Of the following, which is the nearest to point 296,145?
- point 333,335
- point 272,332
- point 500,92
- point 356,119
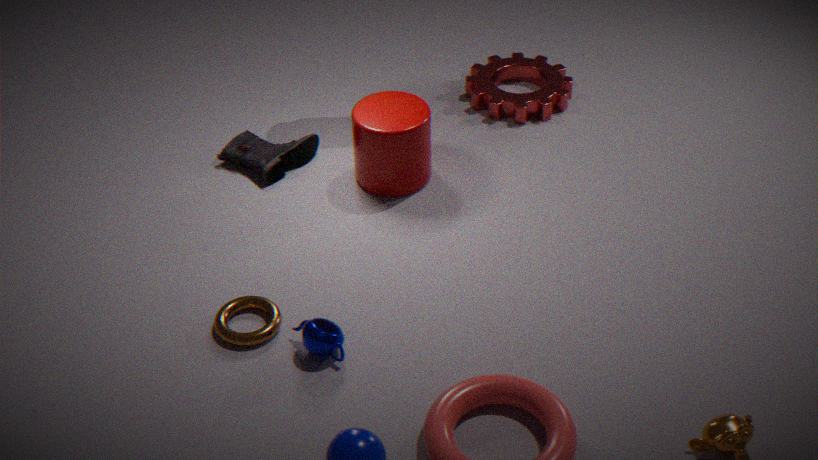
point 356,119
